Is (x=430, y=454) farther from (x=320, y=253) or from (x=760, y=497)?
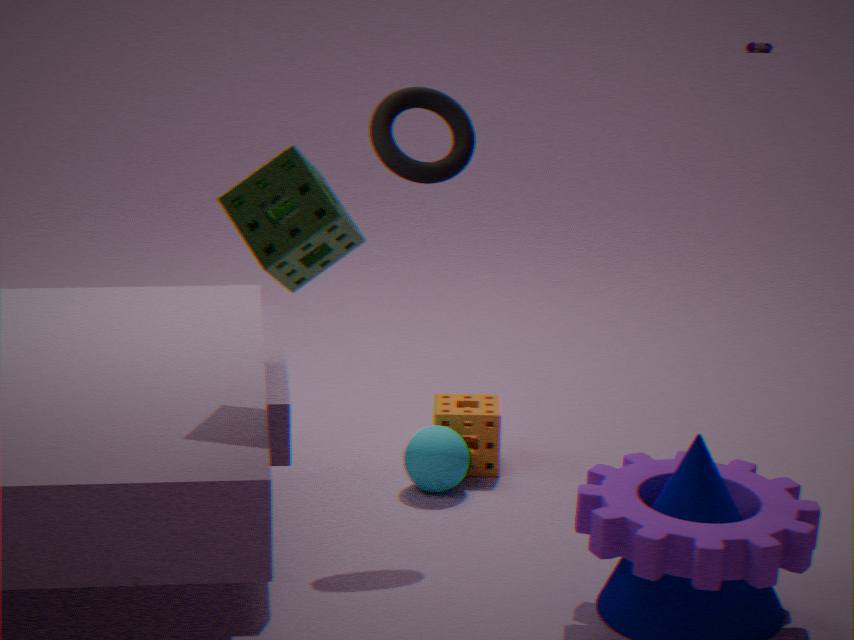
(x=320, y=253)
